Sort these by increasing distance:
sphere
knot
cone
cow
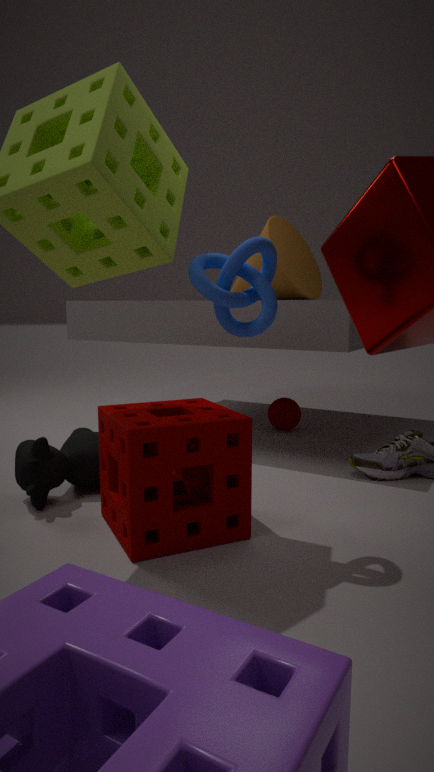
1. knot
2. cow
3. cone
4. sphere
